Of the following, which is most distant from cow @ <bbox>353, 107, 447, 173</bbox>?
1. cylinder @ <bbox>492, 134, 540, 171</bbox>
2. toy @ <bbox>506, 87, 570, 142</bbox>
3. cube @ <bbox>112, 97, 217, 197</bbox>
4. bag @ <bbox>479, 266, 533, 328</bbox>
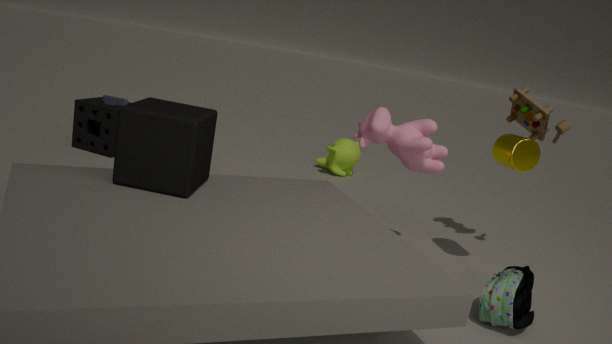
cube @ <bbox>112, 97, 217, 197</bbox>
